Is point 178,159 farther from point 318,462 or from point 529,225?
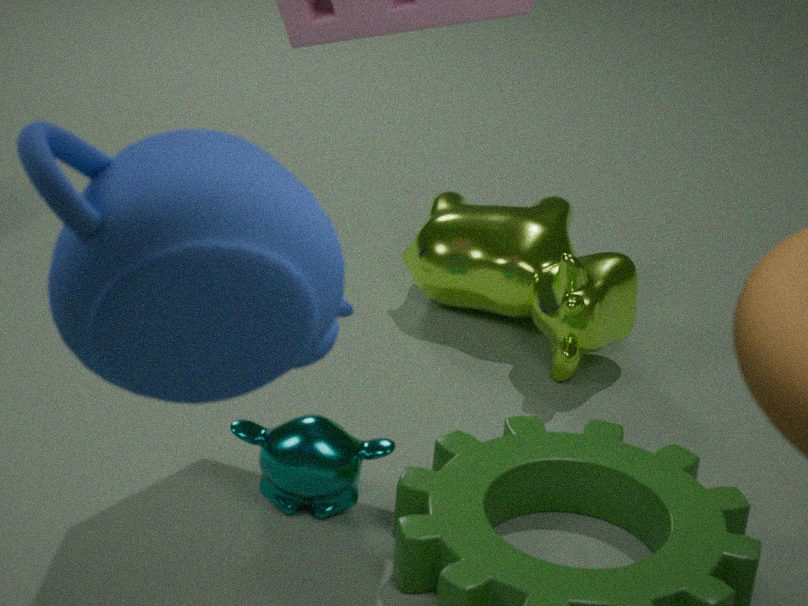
point 529,225
